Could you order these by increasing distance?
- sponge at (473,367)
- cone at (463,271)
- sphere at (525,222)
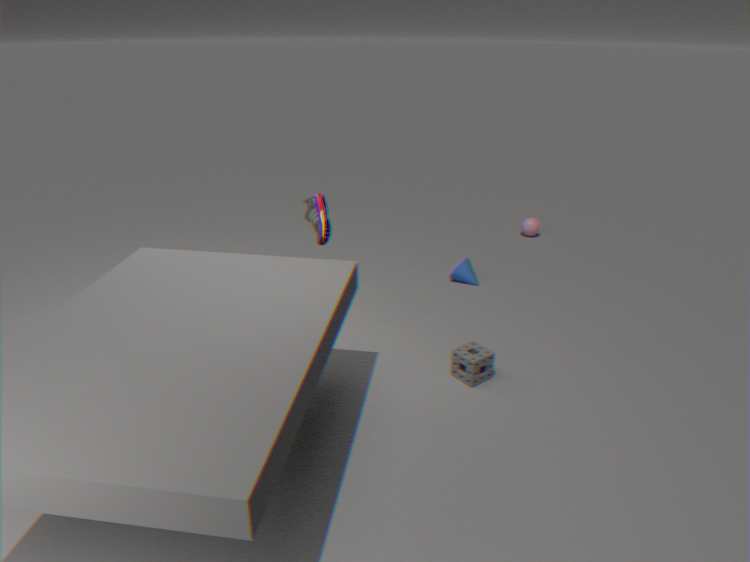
sponge at (473,367)
cone at (463,271)
sphere at (525,222)
